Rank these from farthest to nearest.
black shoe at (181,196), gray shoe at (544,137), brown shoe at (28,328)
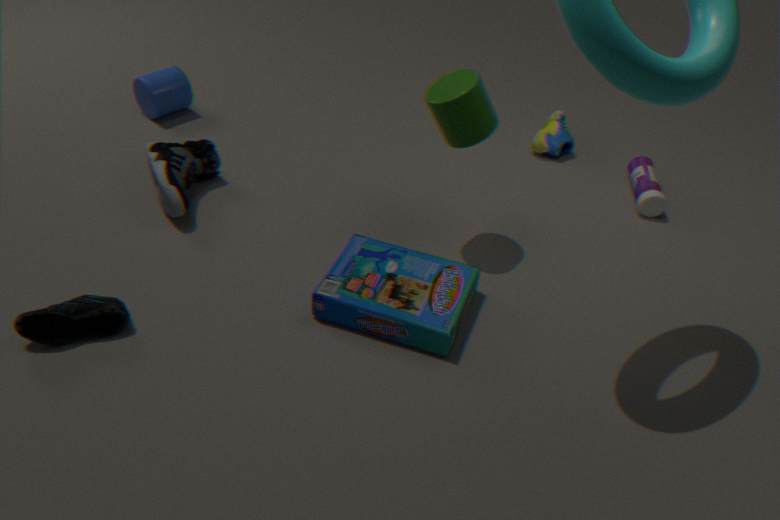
gray shoe at (544,137) → black shoe at (181,196) → brown shoe at (28,328)
